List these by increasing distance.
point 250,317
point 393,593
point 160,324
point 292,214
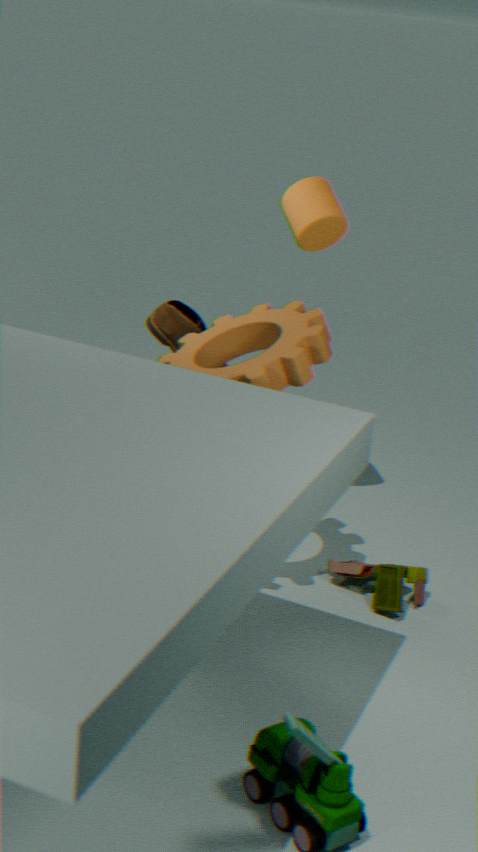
1. point 393,593
2. point 250,317
3. point 292,214
4. point 160,324
